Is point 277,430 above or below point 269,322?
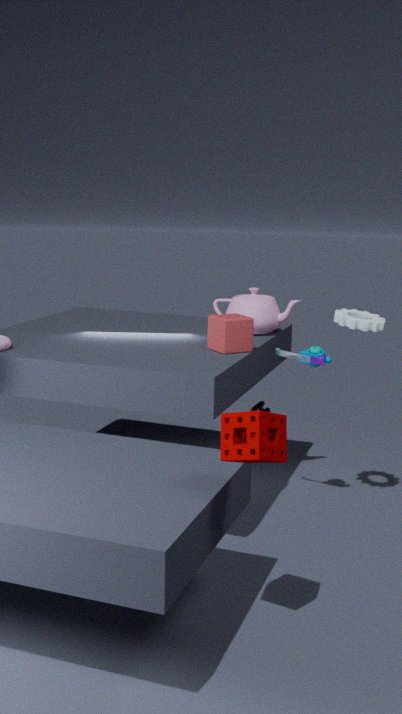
below
